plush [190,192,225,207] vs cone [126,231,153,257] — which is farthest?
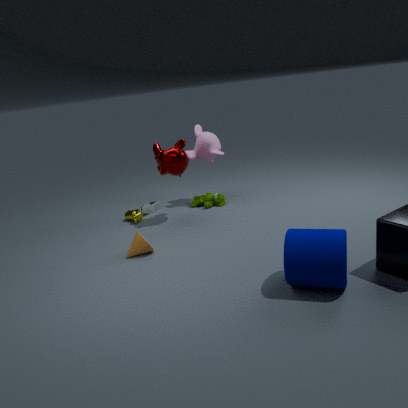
plush [190,192,225,207]
